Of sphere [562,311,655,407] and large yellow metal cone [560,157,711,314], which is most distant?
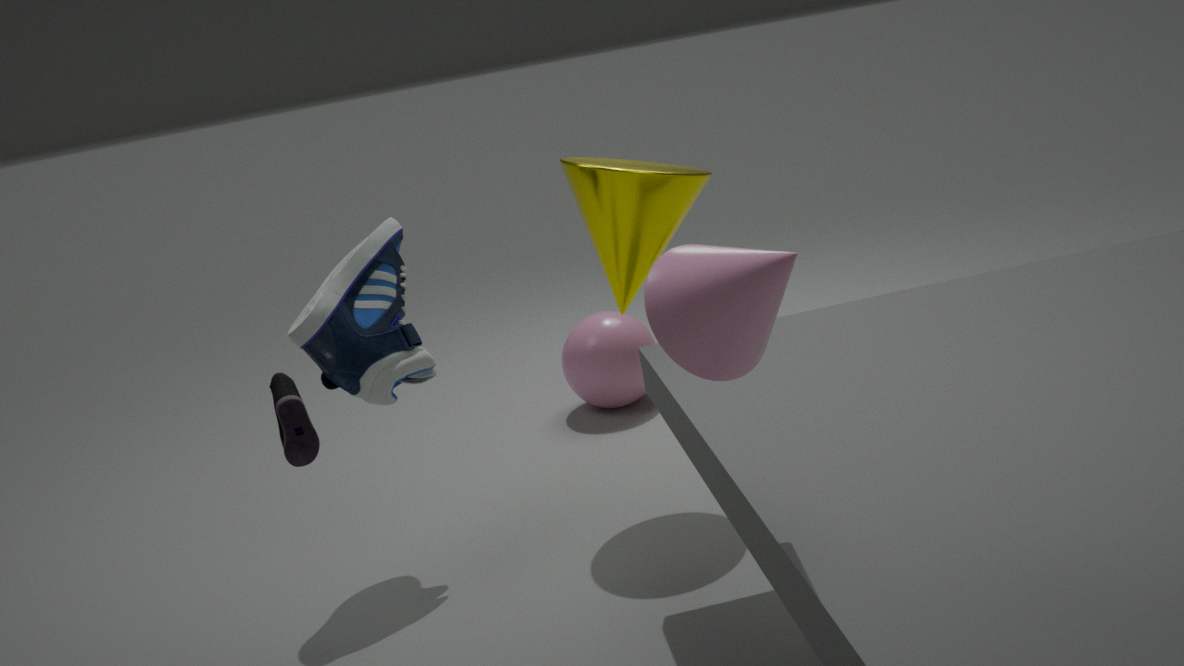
sphere [562,311,655,407]
